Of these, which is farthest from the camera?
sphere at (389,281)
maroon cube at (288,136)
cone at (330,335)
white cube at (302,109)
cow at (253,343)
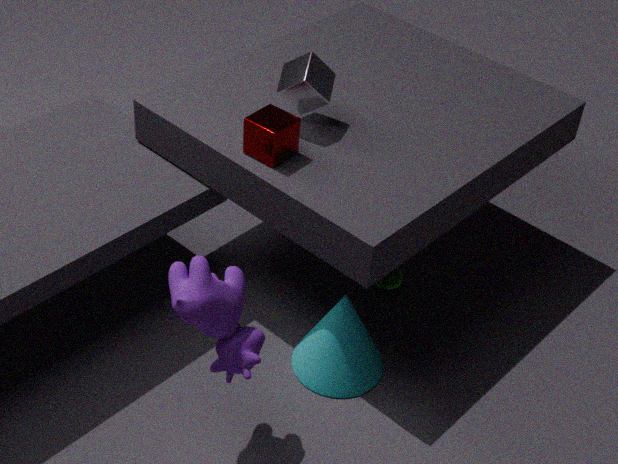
sphere at (389,281)
